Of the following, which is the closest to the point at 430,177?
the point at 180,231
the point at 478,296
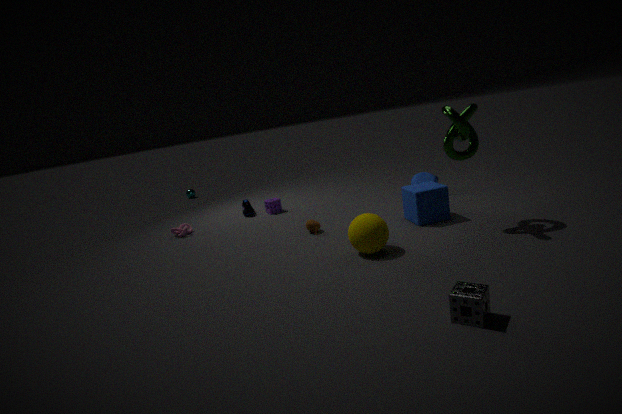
the point at 478,296
